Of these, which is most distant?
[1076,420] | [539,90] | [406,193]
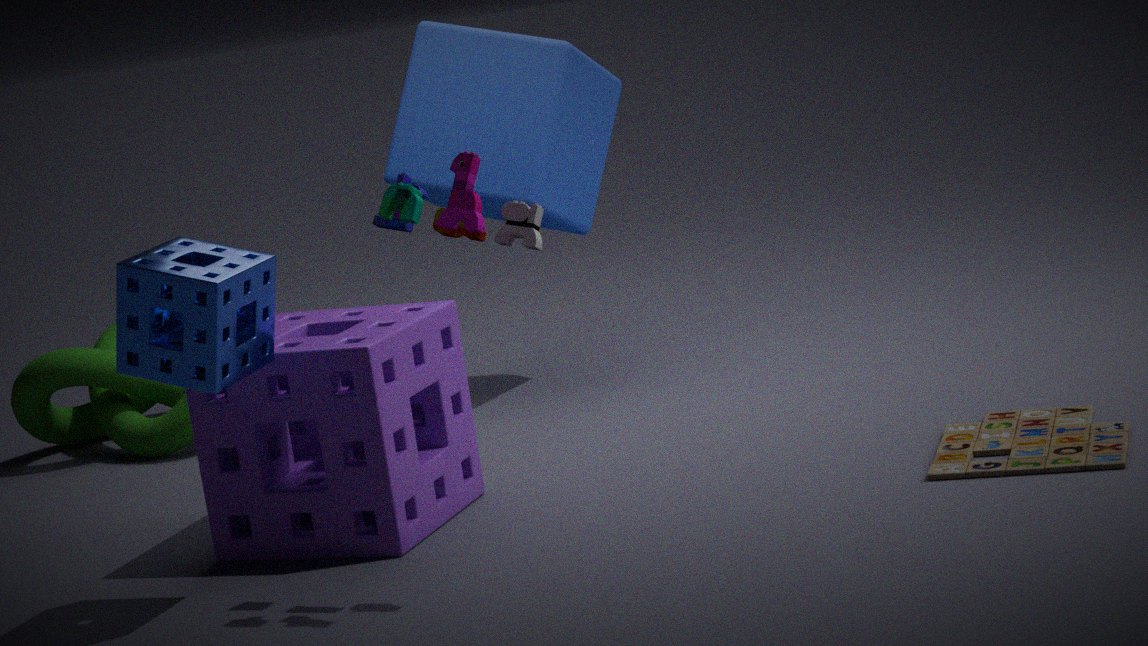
[539,90]
